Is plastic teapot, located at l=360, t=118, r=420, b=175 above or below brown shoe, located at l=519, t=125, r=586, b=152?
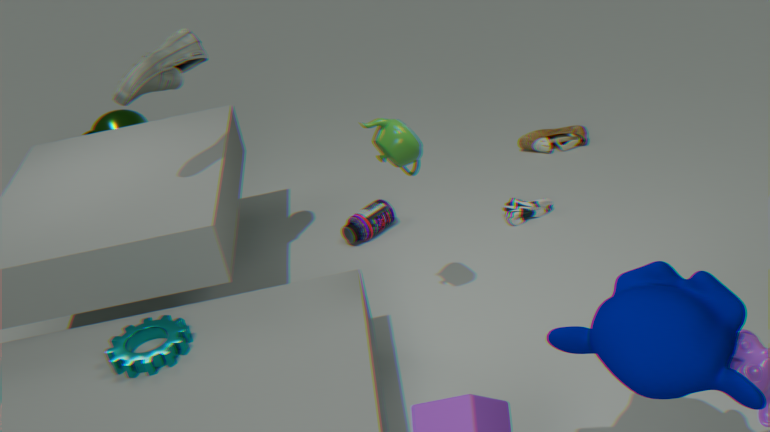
above
